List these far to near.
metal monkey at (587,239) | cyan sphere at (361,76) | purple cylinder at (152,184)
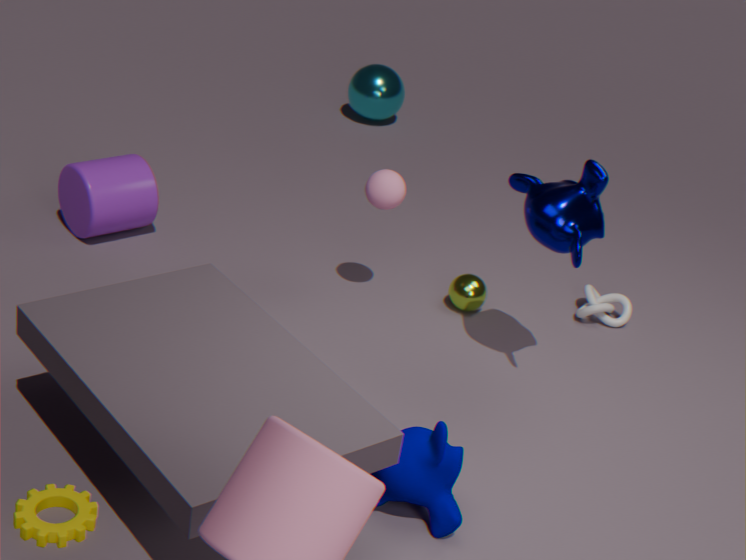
cyan sphere at (361,76) < purple cylinder at (152,184) < metal monkey at (587,239)
